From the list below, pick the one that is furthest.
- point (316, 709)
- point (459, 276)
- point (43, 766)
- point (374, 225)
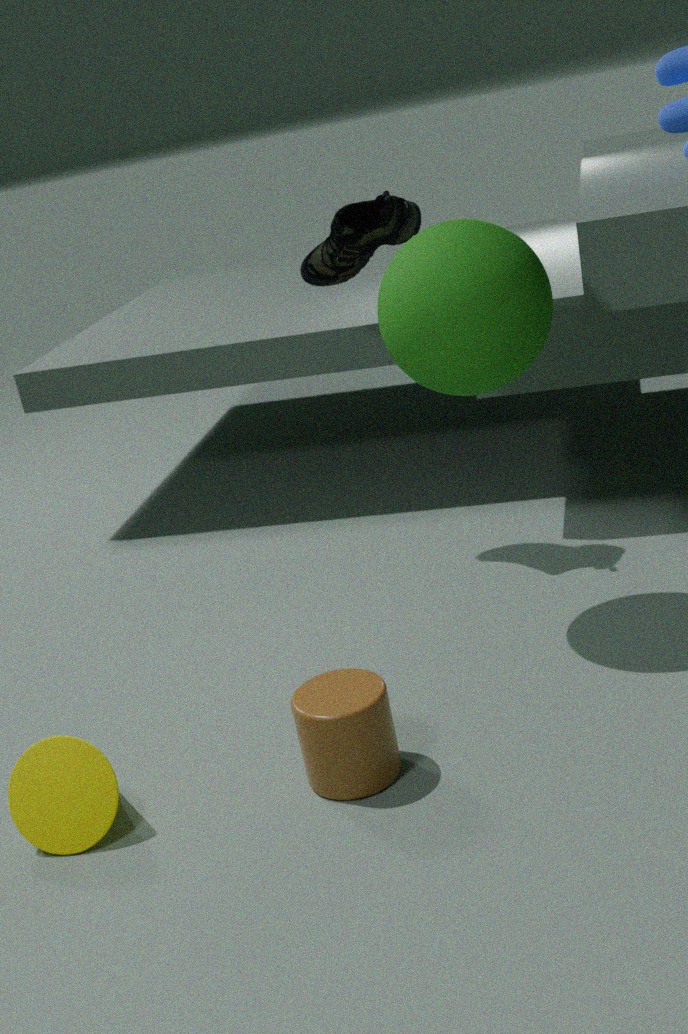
point (374, 225)
